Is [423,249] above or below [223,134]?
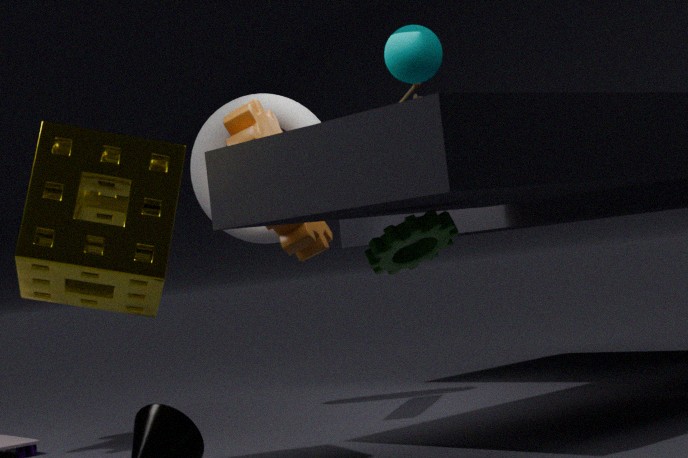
below
